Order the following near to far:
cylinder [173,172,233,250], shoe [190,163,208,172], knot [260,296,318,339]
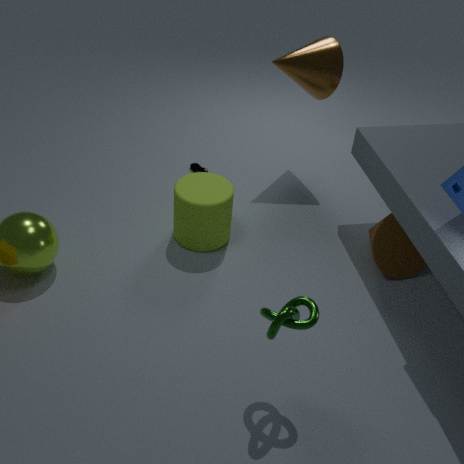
knot [260,296,318,339], cylinder [173,172,233,250], shoe [190,163,208,172]
